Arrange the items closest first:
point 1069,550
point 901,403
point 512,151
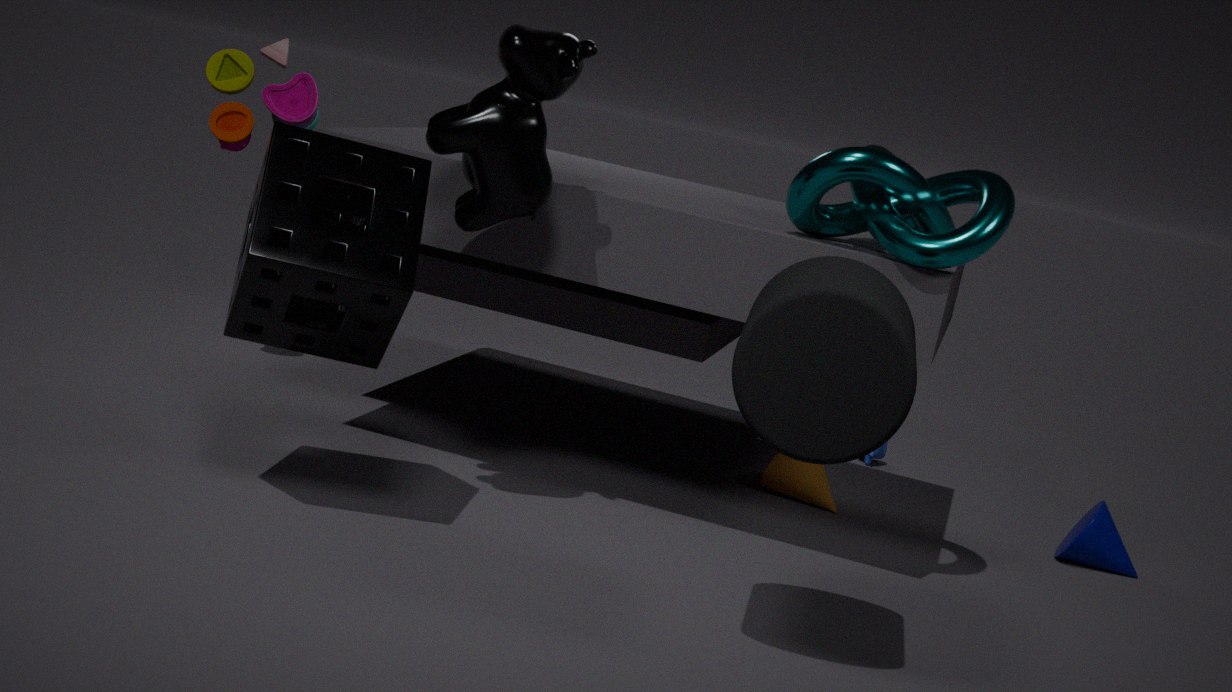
1. point 901,403
2. point 512,151
3. point 1069,550
